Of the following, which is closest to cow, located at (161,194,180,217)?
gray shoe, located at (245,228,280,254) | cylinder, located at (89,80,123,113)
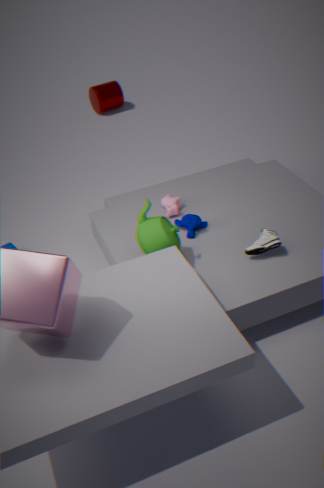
gray shoe, located at (245,228,280,254)
